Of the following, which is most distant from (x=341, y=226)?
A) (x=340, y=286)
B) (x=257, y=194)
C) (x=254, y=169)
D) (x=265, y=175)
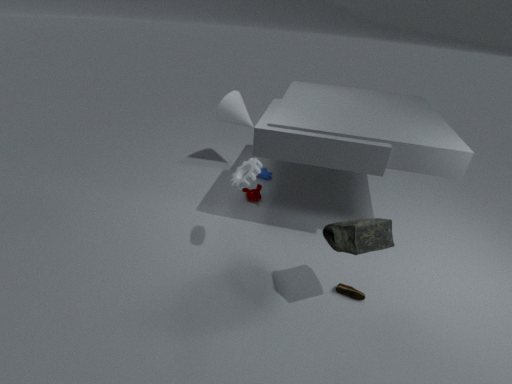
(x=265, y=175)
